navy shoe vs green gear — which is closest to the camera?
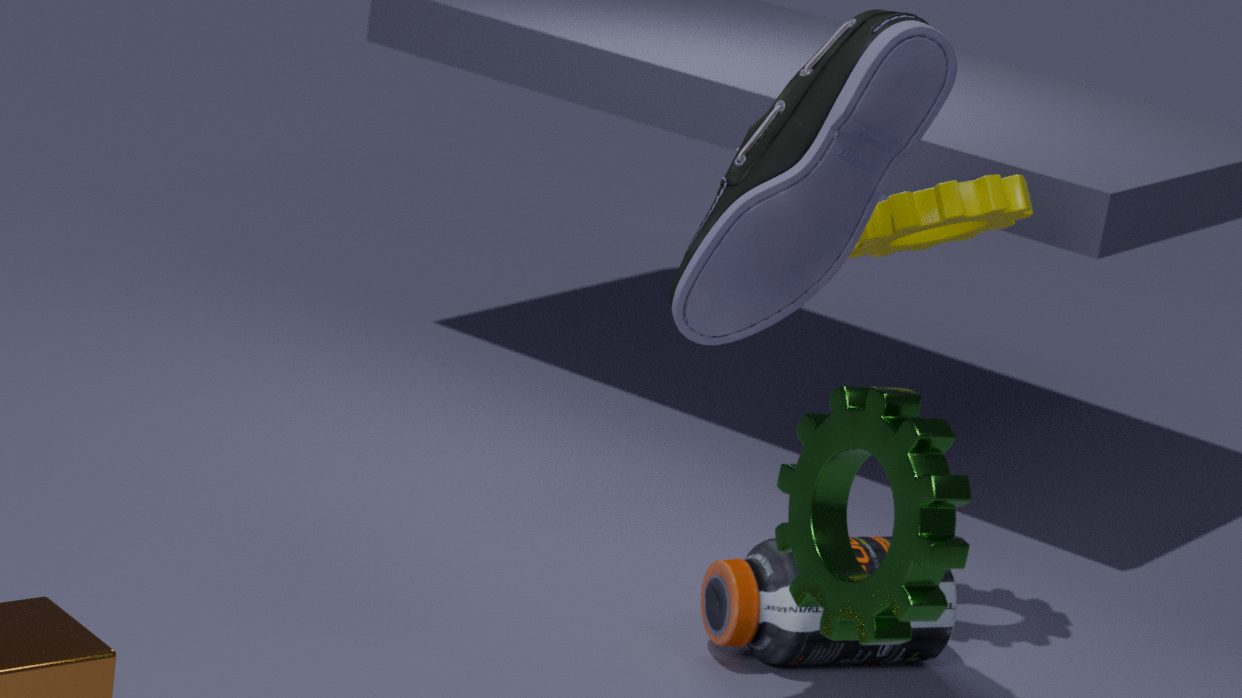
green gear
